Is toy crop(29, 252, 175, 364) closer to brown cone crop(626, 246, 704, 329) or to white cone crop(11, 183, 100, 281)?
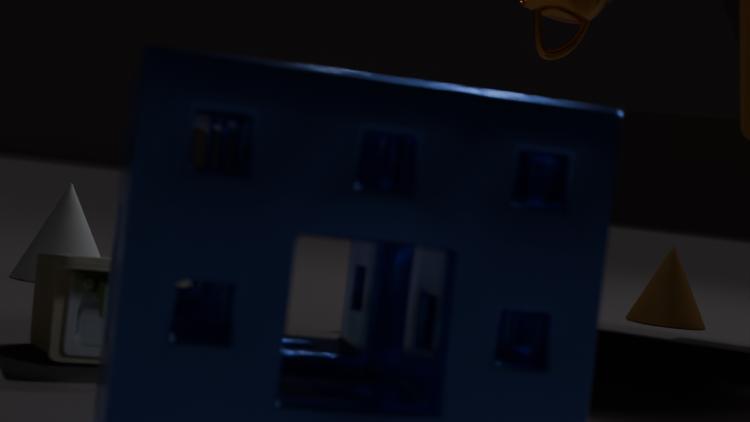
white cone crop(11, 183, 100, 281)
